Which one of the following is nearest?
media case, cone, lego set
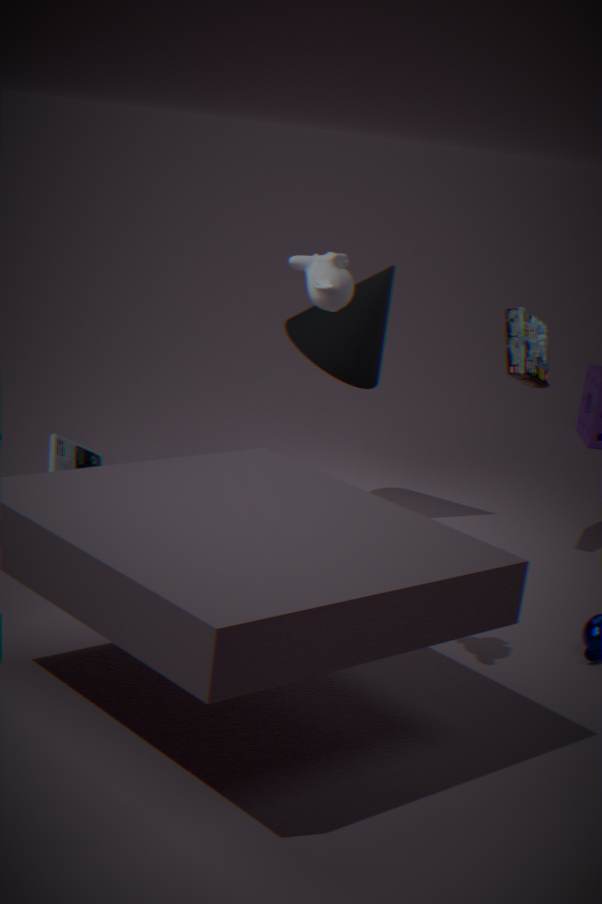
media case
